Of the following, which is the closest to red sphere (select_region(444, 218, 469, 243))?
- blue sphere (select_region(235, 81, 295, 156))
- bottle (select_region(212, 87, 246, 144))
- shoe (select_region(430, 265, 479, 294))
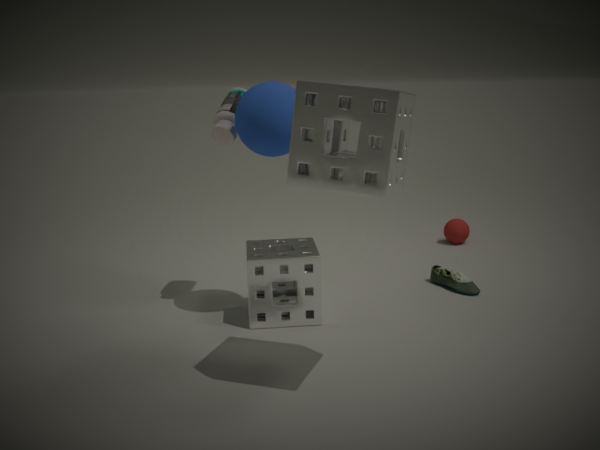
shoe (select_region(430, 265, 479, 294))
